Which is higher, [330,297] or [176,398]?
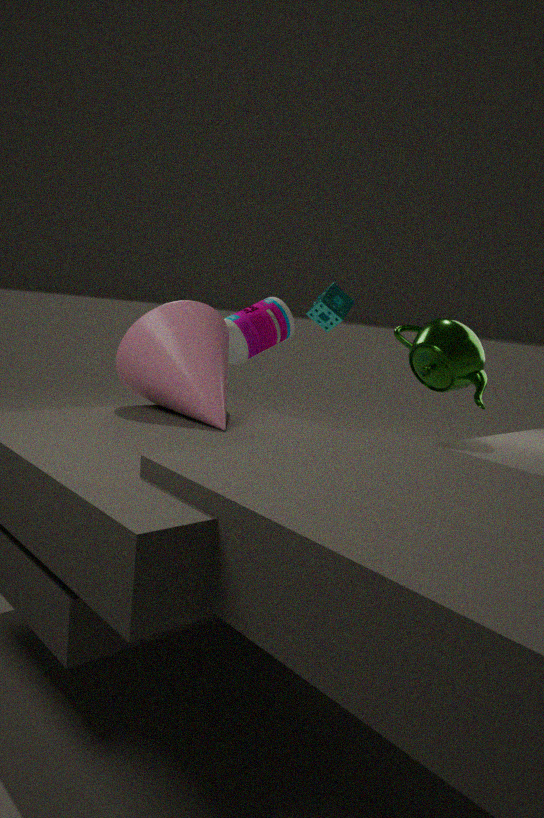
[330,297]
